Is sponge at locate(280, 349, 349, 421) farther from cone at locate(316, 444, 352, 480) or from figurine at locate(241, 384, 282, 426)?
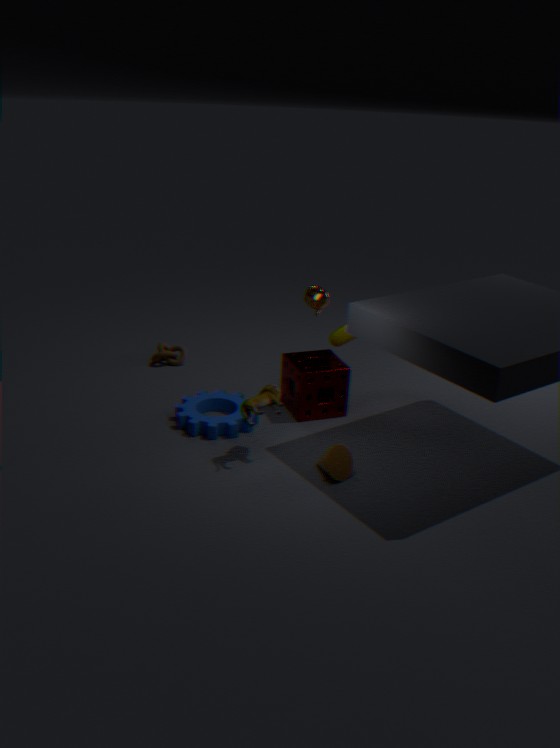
cone at locate(316, 444, 352, 480)
